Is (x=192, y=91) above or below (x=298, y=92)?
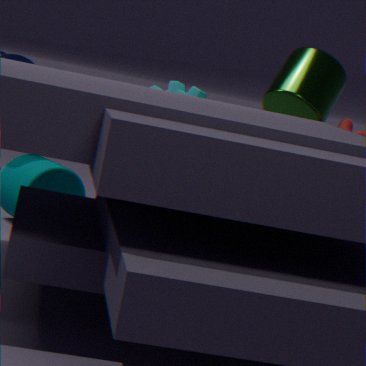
below
